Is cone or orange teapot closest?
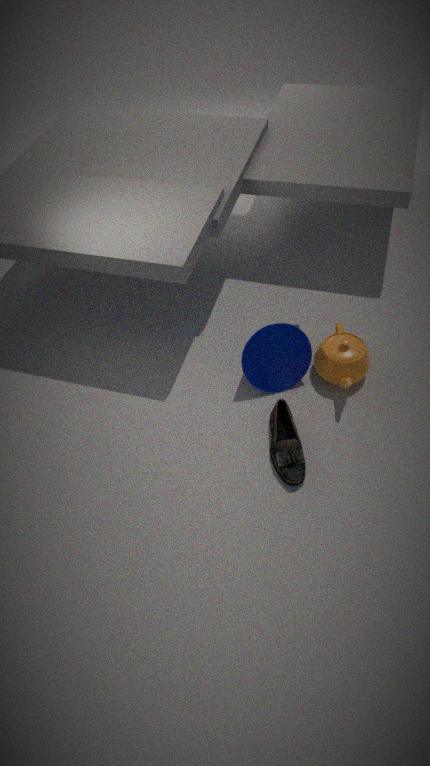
cone
